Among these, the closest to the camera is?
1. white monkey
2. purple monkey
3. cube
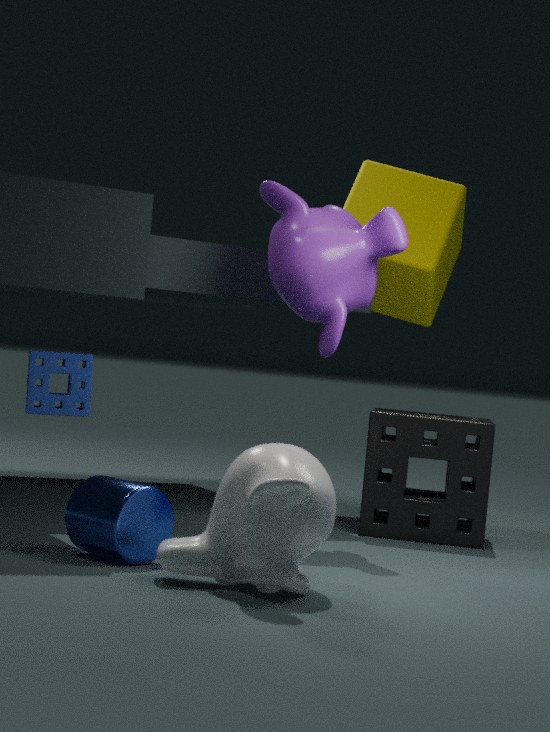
white monkey
